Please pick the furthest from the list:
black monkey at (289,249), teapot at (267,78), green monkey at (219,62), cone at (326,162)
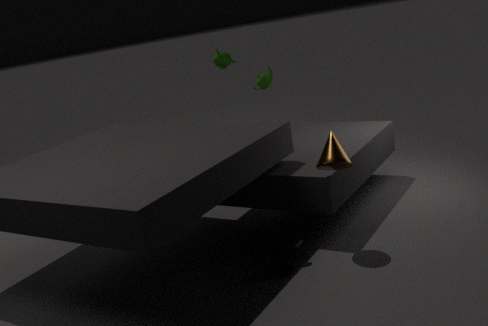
teapot at (267,78)
